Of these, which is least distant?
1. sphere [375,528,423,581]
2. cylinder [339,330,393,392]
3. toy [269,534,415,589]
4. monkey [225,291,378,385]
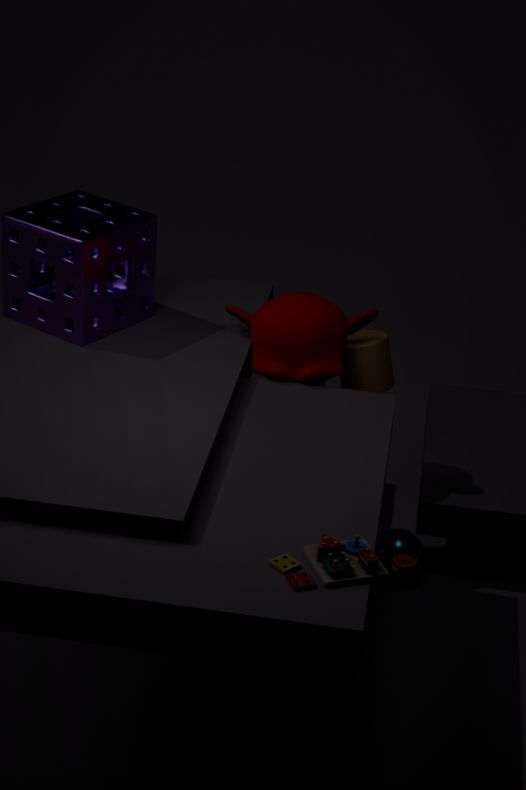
toy [269,534,415,589]
